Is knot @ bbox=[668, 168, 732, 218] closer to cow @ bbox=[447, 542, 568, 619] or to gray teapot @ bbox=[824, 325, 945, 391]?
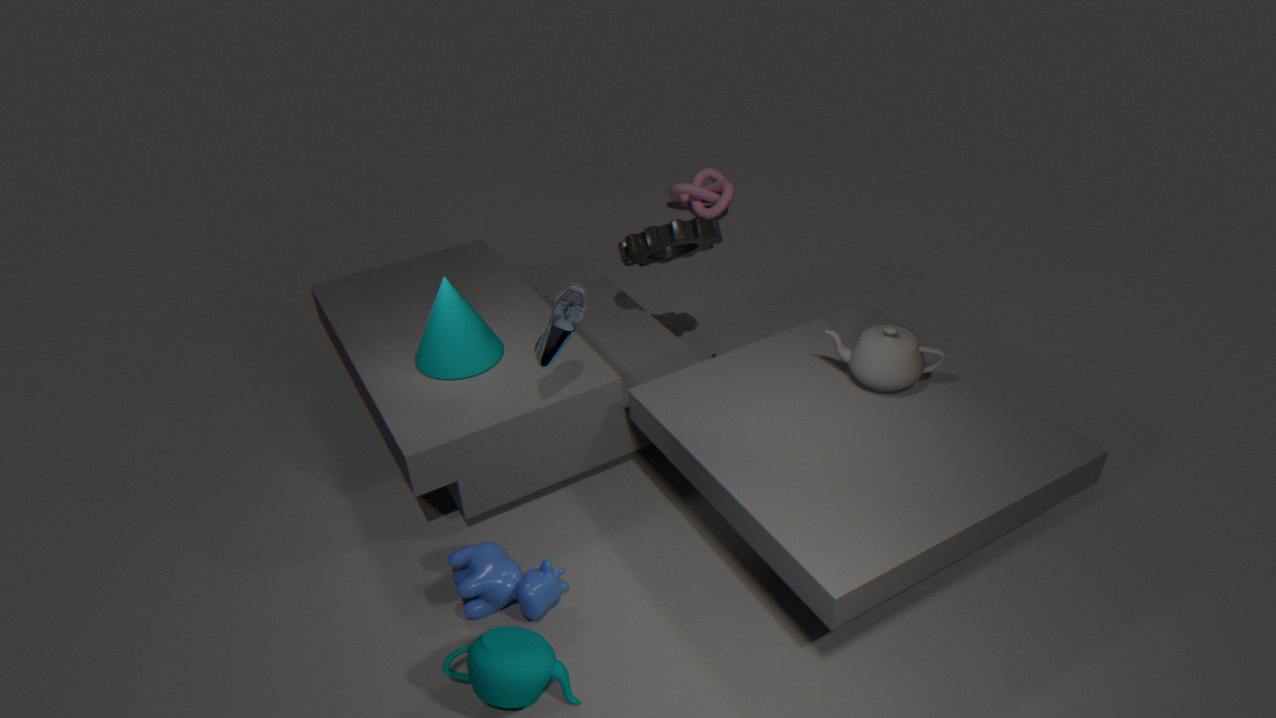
gray teapot @ bbox=[824, 325, 945, 391]
